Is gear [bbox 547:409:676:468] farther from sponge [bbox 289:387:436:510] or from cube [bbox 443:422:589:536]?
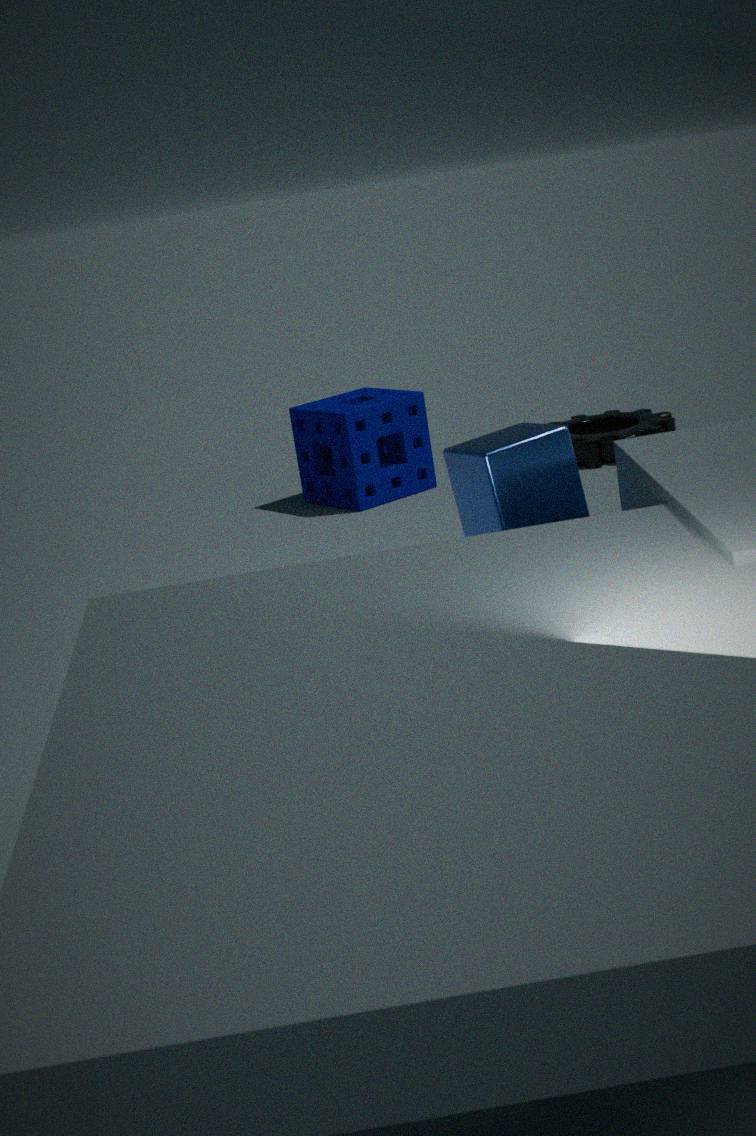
cube [bbox 443:422:589:536]
